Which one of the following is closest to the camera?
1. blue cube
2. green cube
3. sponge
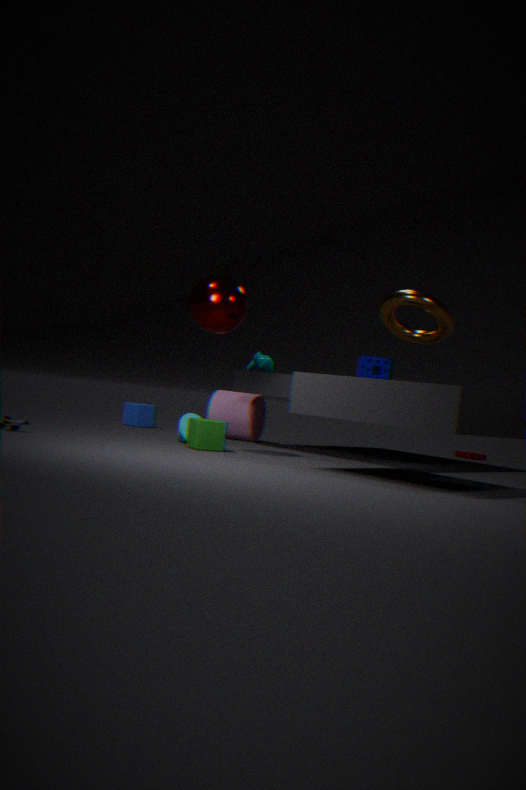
green cube
